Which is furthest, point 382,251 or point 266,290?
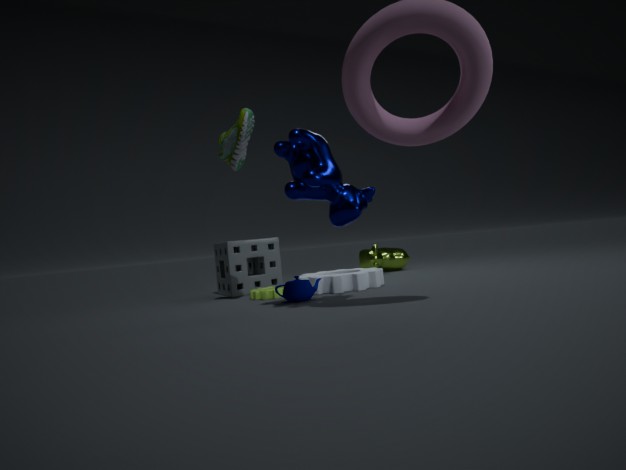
point 382,251
